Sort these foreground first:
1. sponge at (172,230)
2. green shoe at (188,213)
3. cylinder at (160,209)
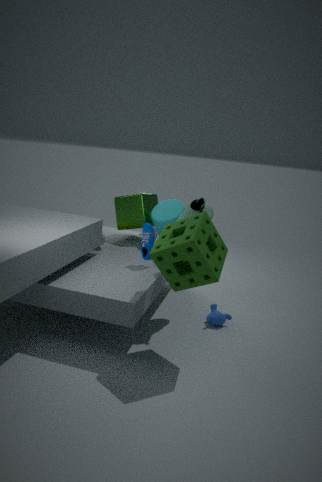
sponge at (172,230), green shoe at (188,213), cylinder at (160,209)
